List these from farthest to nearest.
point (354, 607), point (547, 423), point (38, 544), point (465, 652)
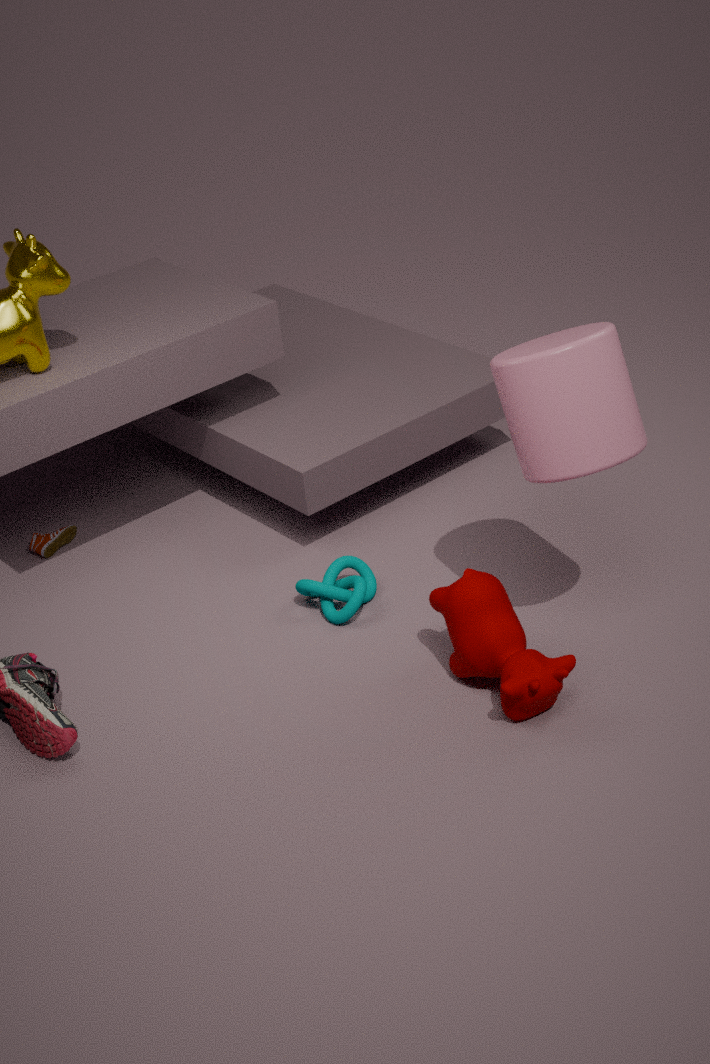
point (38, 544) < point (354, 607) < point (465, 652) < point (547, 423)
